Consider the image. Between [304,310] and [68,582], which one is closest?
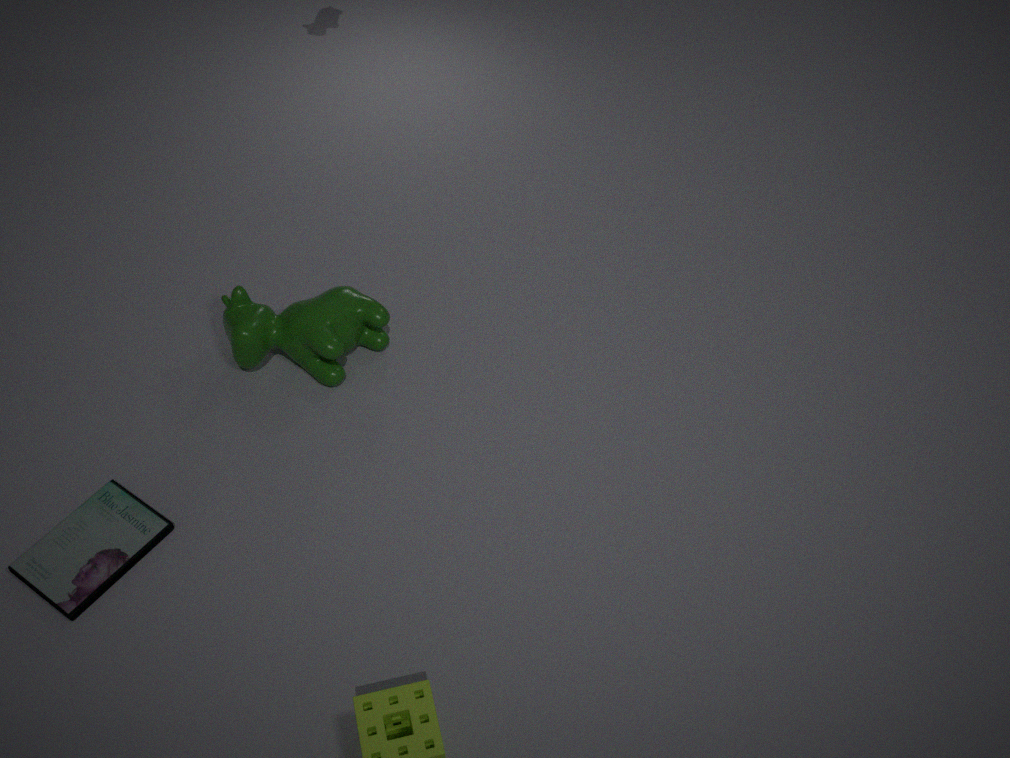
[68,582]
